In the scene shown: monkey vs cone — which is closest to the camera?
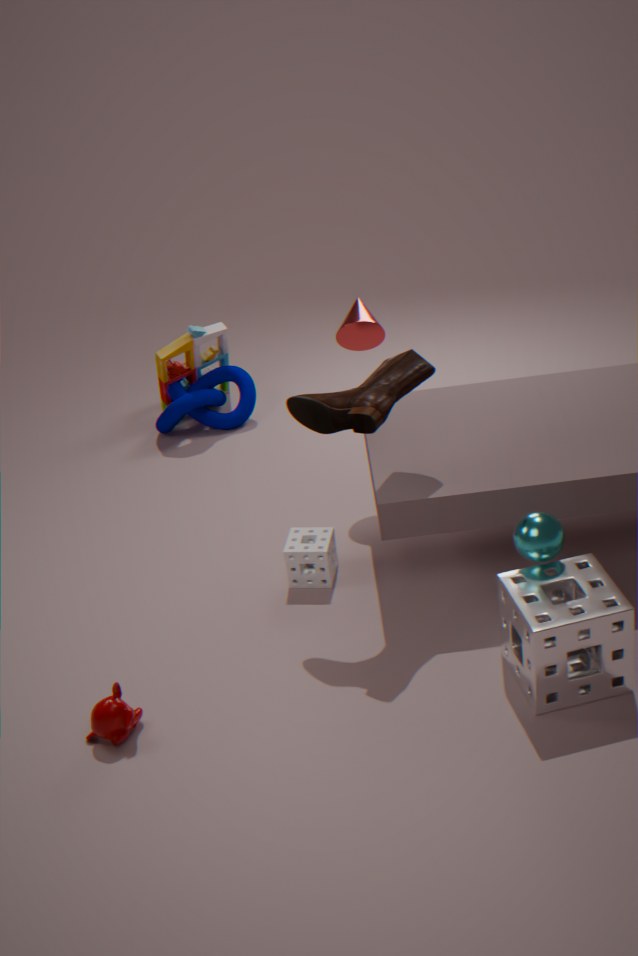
monkey
